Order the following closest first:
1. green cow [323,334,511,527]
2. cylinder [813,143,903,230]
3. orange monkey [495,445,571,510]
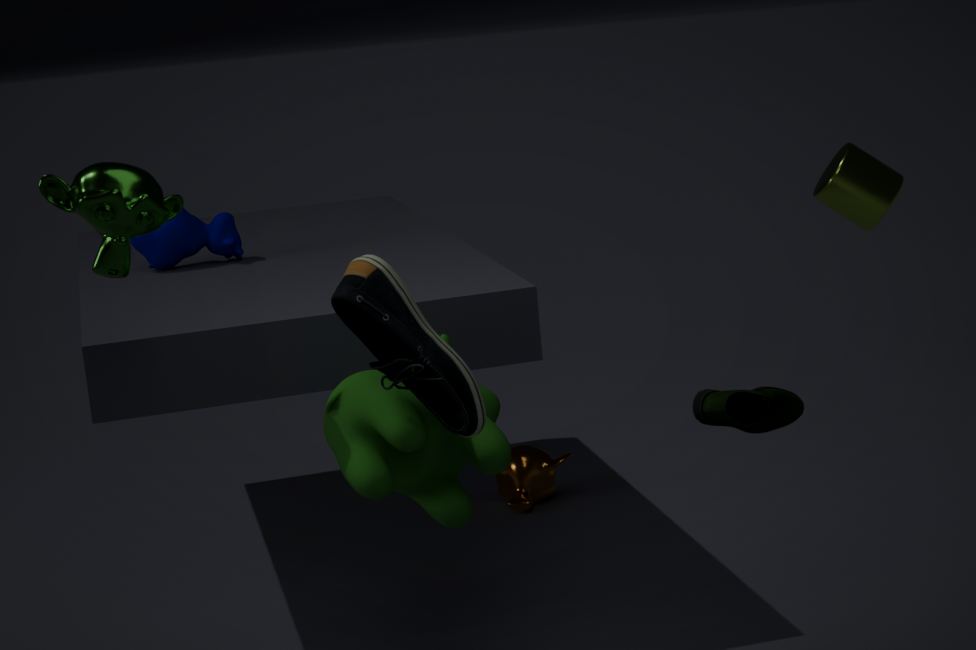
green cow [323,334,511,527], orange monkey [495,445,571,510], cylinder [813,143,903,230]
